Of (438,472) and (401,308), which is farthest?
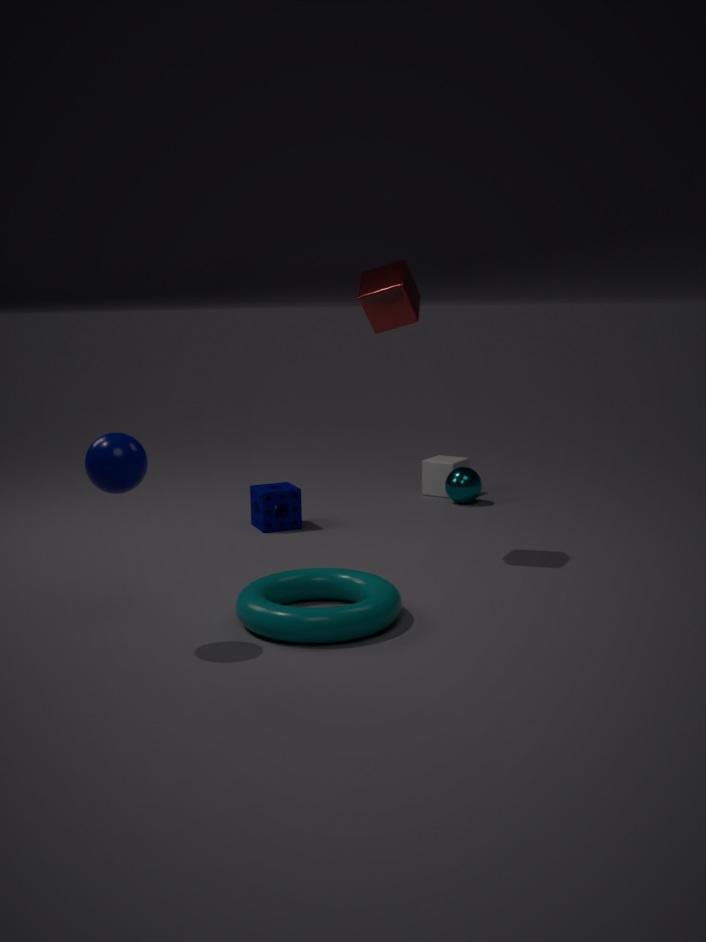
(438,472)
